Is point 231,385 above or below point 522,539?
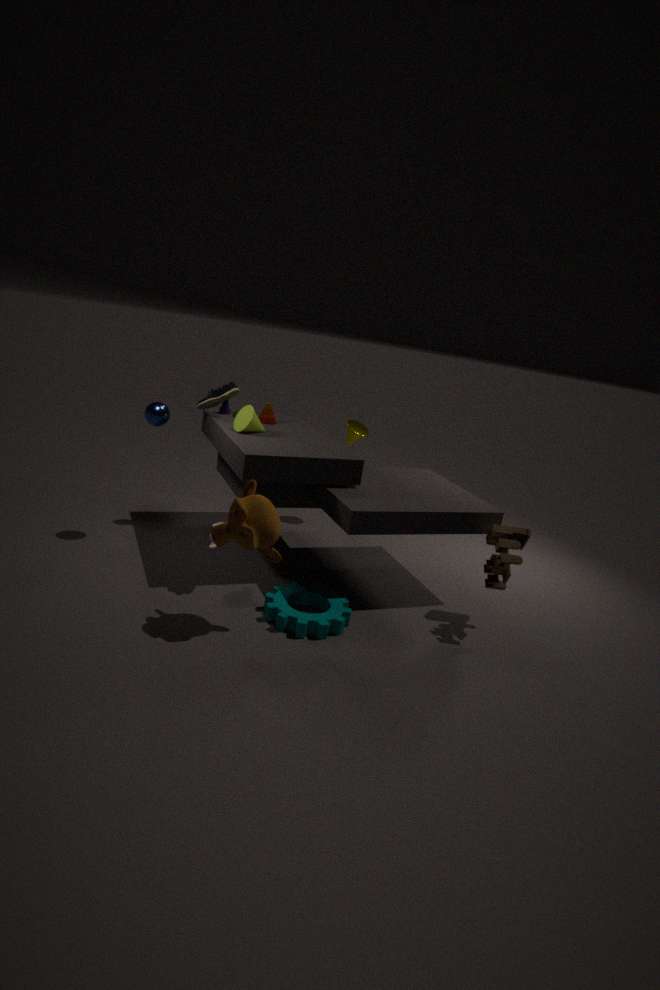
above
